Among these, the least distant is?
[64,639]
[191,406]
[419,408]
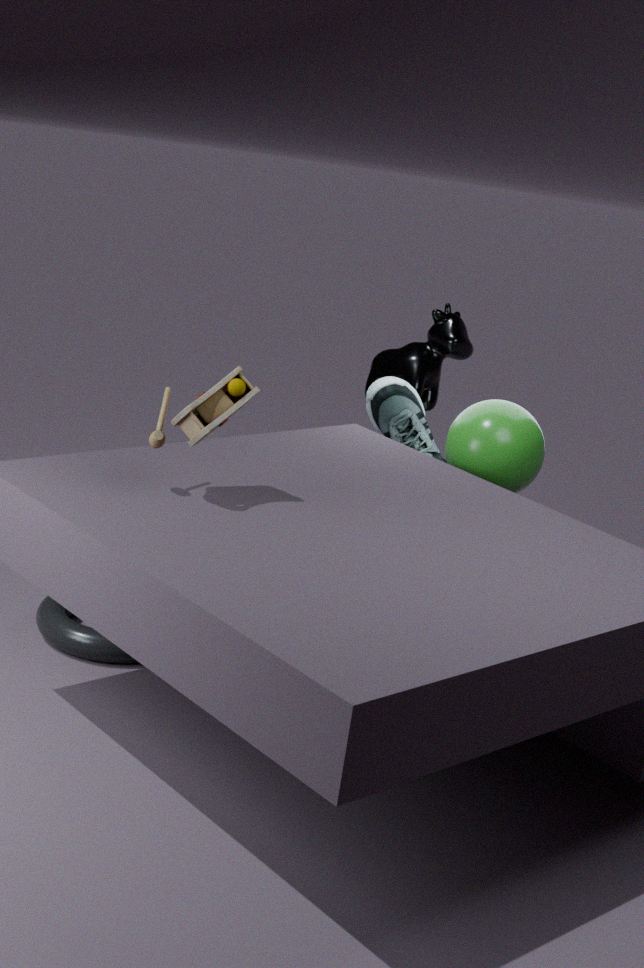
[191,406]
